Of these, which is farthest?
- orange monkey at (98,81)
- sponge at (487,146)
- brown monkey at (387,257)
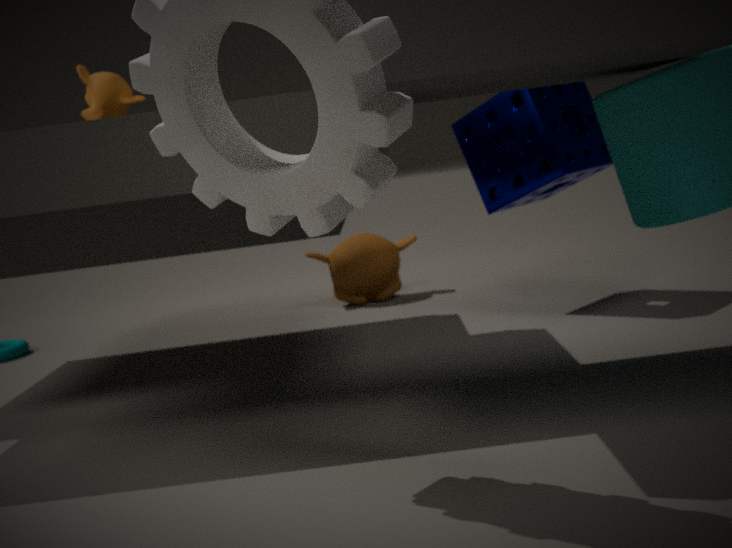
brown monkey at (387,257)
